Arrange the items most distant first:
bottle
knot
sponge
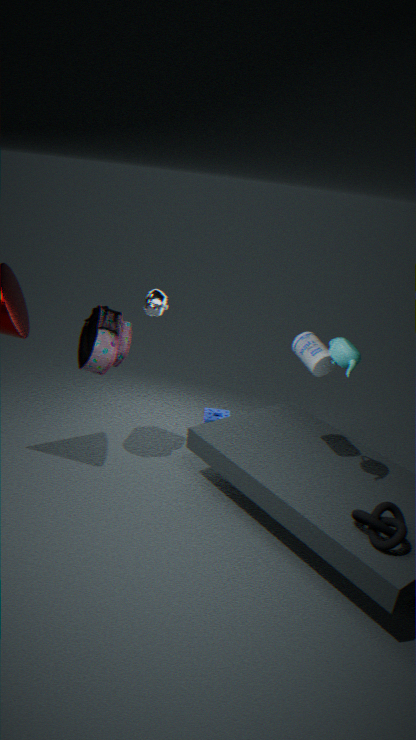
sponge
bottle
knot
